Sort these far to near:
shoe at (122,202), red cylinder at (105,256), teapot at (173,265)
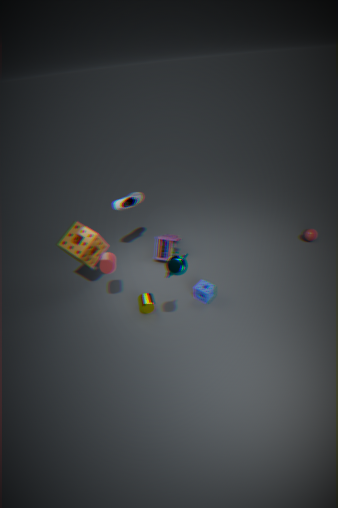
1. shoe at (122,202)
2. red cylinder at (105,256)
3. teapot at (173,265)
